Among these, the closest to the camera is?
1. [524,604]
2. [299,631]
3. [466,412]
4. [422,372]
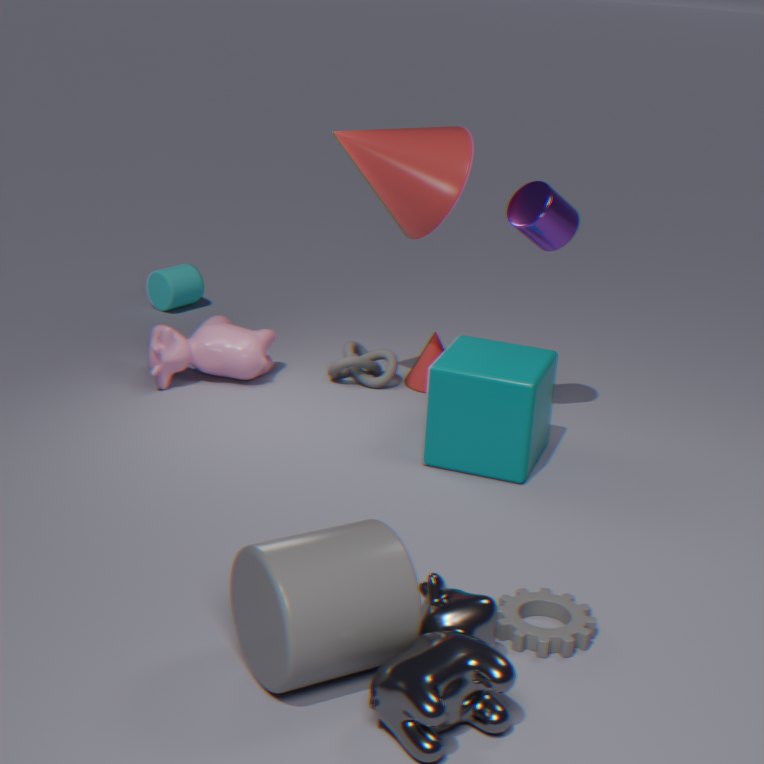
[299,631]
